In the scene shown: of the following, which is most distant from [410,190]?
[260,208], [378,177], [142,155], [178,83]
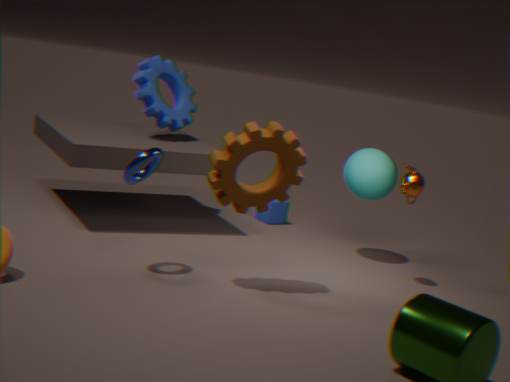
[178,83]
